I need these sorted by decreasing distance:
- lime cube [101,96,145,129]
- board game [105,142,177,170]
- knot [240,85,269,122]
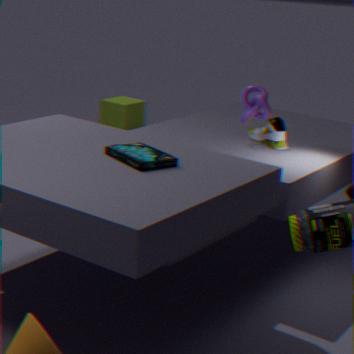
lime cube [101,96,145,129]
knot [240,85,269,122]
board game [105,142,177,170]
